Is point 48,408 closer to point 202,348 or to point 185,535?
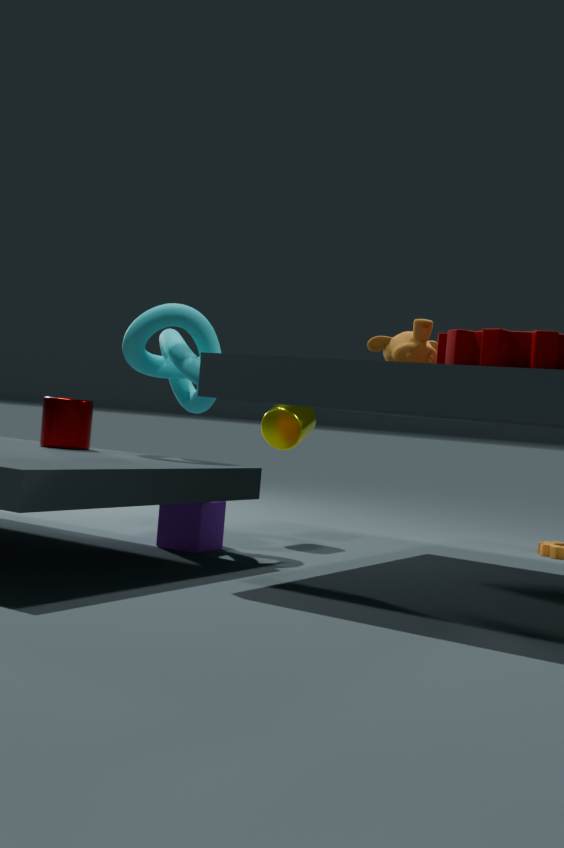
point 202,348
